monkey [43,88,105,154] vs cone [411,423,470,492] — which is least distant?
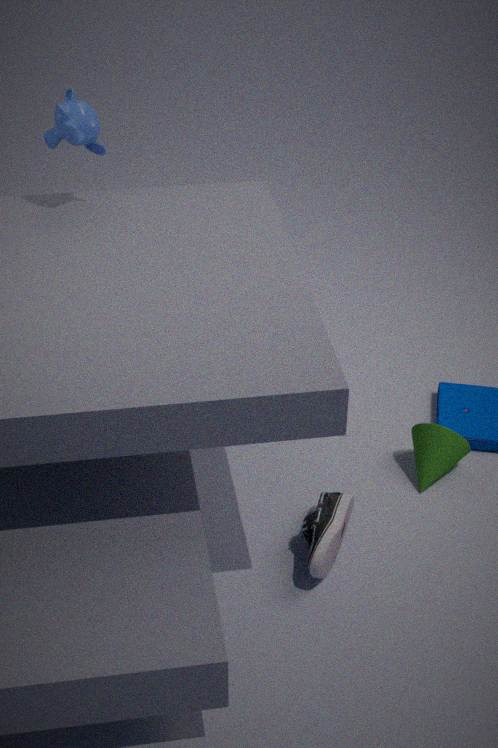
monkey [43,88,105,154]
